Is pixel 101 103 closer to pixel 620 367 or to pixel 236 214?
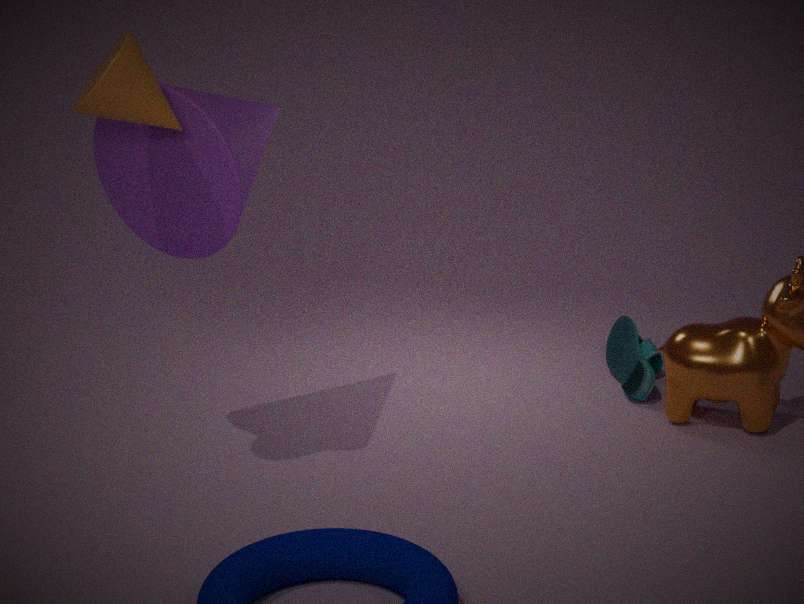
pixel 236 214
